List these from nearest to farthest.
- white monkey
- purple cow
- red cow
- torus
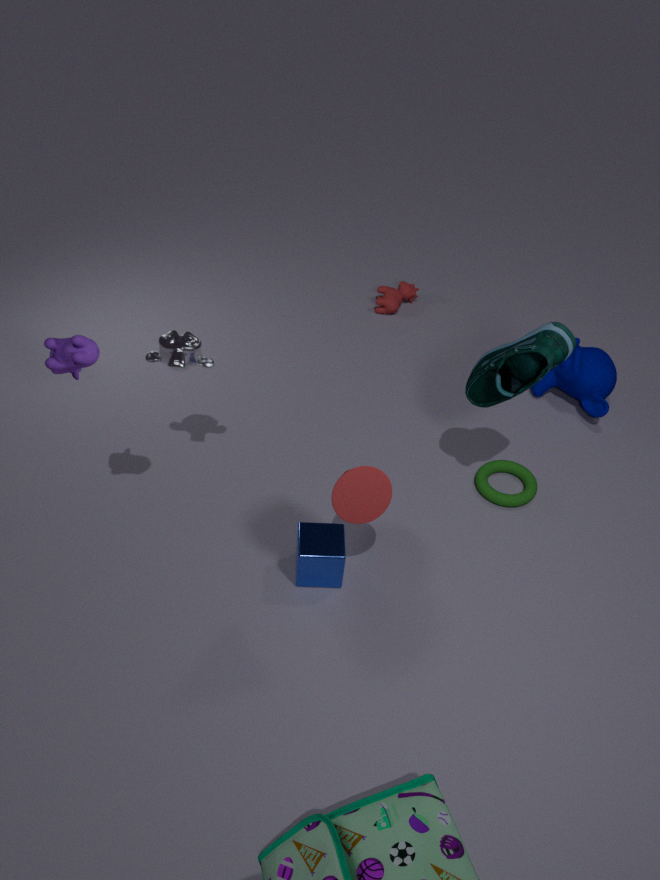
purple cow
white monkey
torus
red cow
